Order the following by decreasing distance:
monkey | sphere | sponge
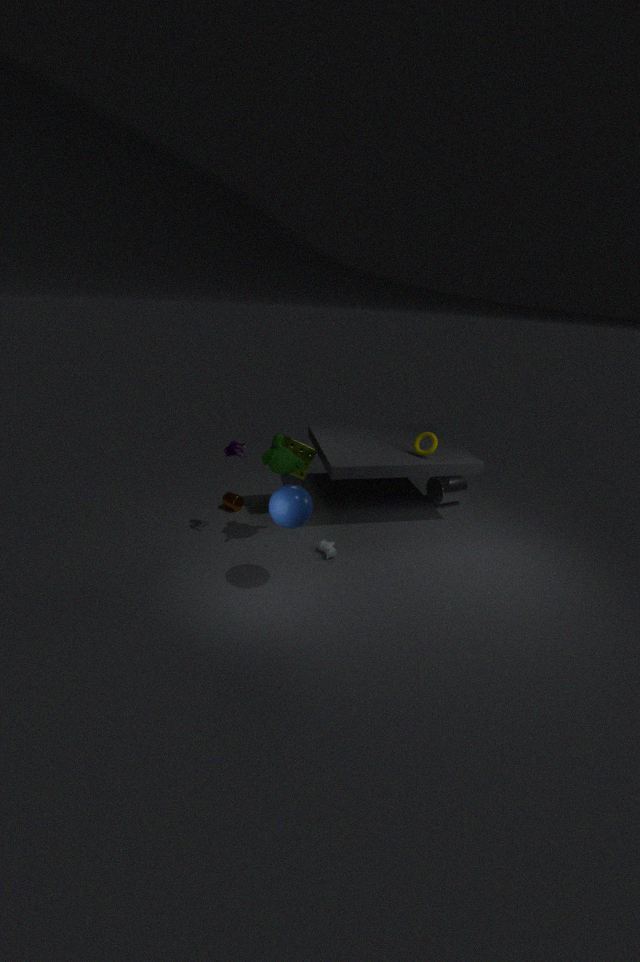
sponge → monkey → sphere
